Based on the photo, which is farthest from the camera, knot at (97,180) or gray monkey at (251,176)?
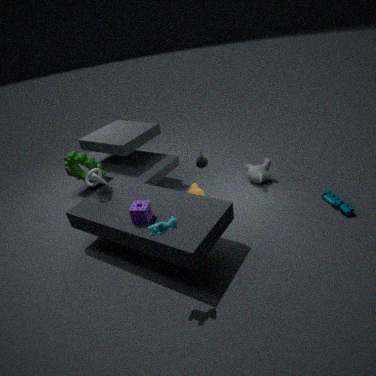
gray monkey at (251,176)
